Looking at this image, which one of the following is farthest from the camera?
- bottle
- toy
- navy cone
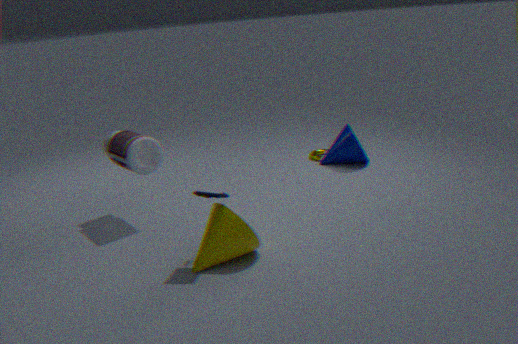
navy cone
